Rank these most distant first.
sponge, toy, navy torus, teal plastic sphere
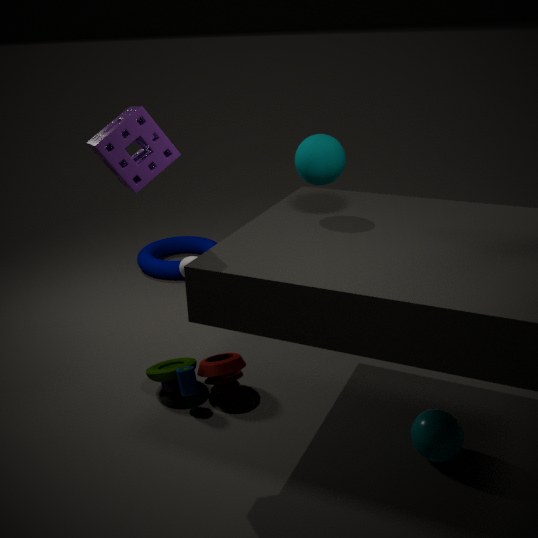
navy torus < toy < teal plastic sphere < sponge
